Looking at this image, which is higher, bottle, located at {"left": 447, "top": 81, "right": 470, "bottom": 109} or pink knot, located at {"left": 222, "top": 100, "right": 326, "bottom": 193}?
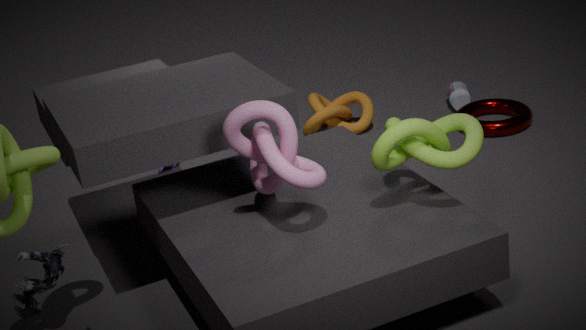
pink knot, located at {"left": 222, "top": 100, "right": 326, "bottom": 193}
